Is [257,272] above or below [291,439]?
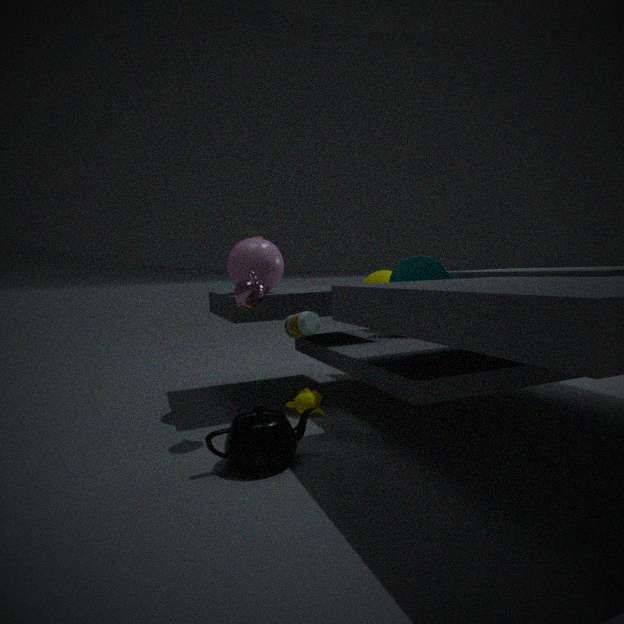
above
